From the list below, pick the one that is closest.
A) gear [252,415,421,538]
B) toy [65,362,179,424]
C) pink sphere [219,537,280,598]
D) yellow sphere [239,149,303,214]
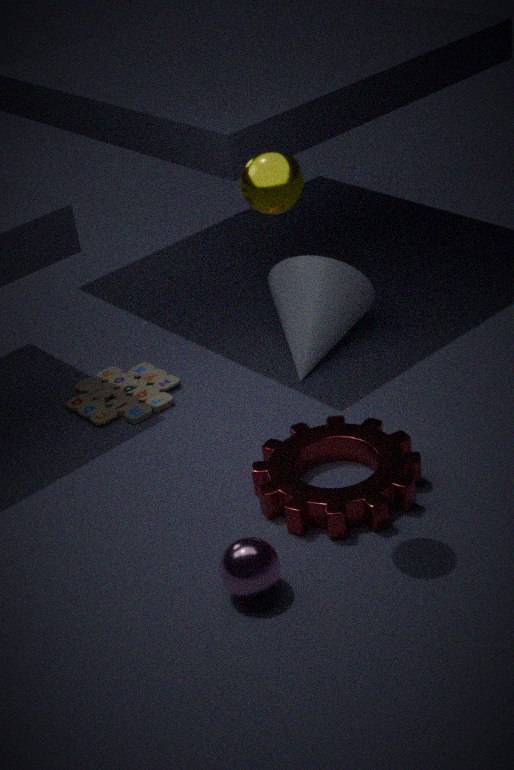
yellow sphere [239,149,303,214]
